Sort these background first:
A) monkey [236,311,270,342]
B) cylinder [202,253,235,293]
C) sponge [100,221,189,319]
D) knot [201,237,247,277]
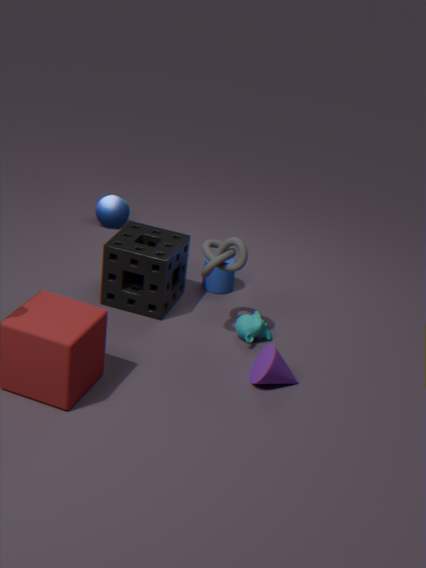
cylinder [202,253,235,293] < sponge [100,221,189,319] < monkey [236,311,270,342] < knot [201,237,247,277]
